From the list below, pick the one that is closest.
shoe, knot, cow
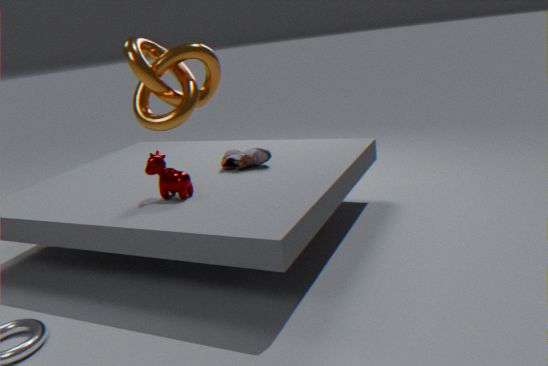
knot
